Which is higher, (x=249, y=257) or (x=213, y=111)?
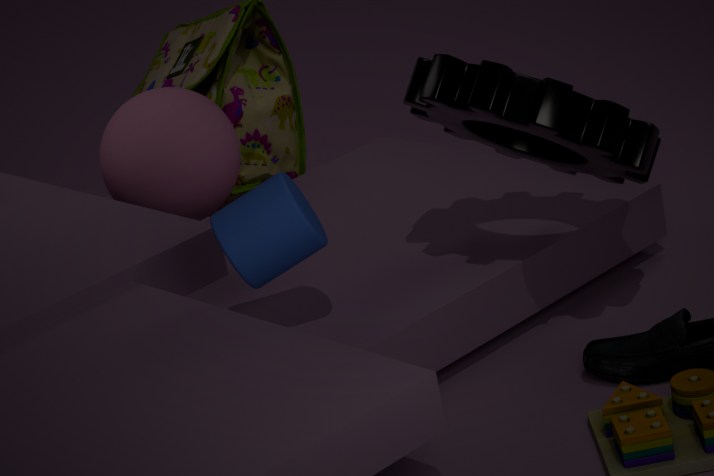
(x=249, y=257)
